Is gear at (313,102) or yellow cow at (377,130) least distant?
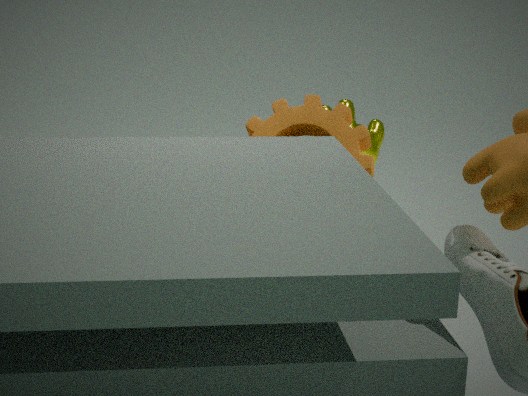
gear at (313,102)
